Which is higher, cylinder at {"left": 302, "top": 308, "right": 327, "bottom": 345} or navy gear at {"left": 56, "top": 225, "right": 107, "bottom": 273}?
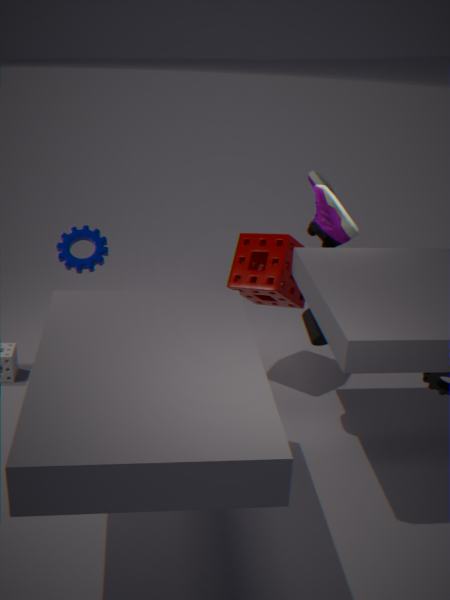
navy gear at {"left": 56, "top": 225, "right": 107, "bottom": 273}
